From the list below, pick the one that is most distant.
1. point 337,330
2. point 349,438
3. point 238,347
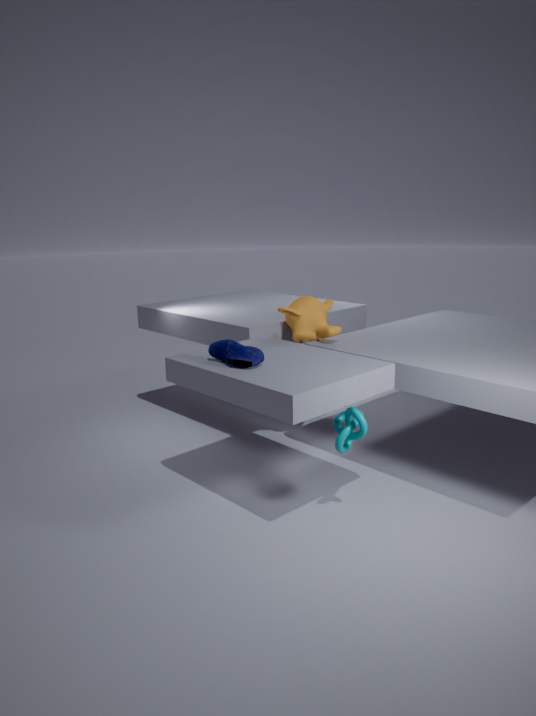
point 337,330
